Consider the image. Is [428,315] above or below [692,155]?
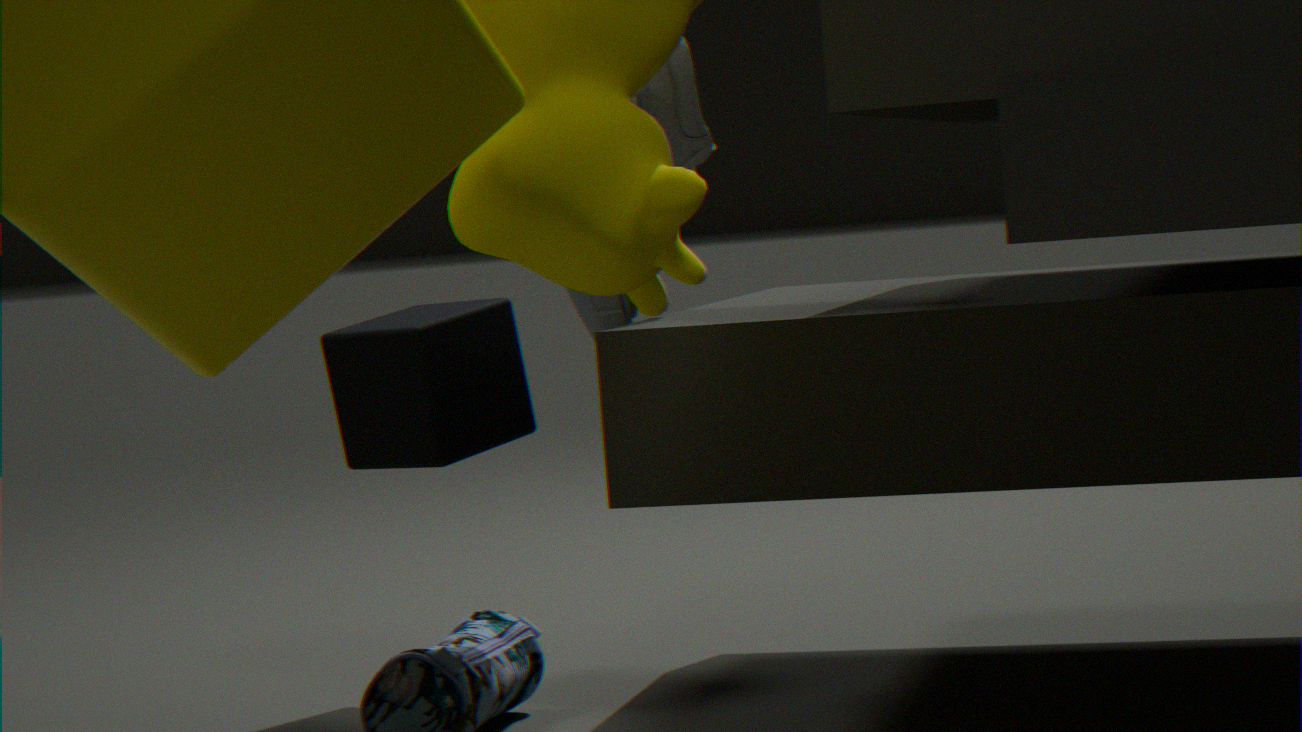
below
